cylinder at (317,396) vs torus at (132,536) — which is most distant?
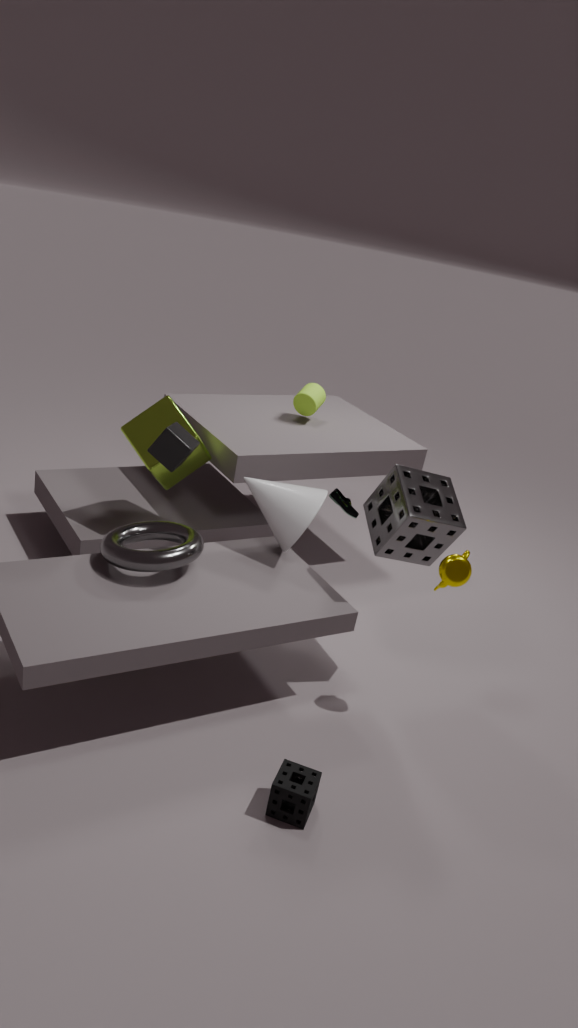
cylinder at (317,396)
